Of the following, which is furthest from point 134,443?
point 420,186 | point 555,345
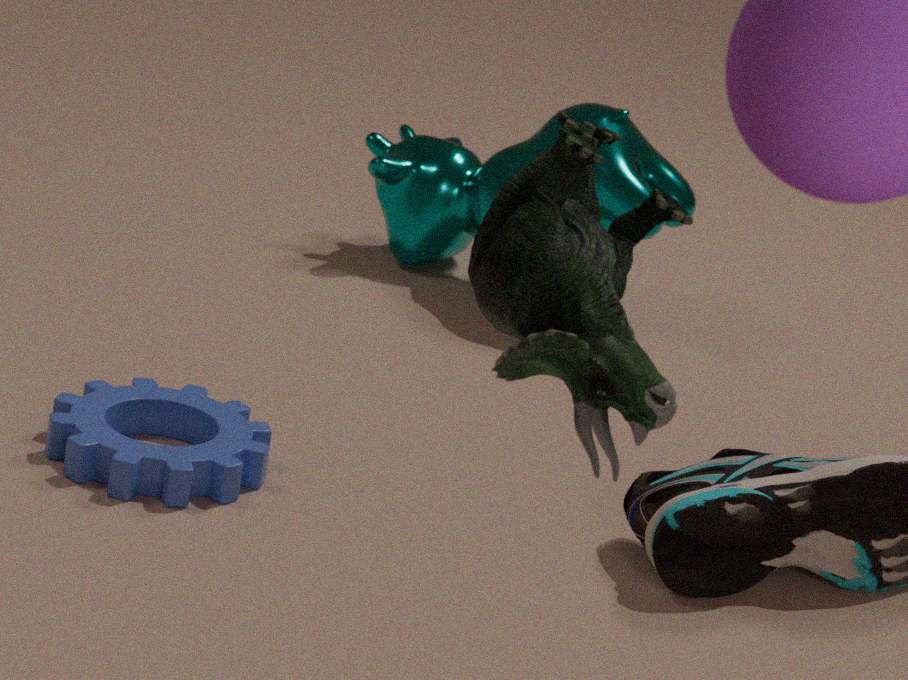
point 420,186
